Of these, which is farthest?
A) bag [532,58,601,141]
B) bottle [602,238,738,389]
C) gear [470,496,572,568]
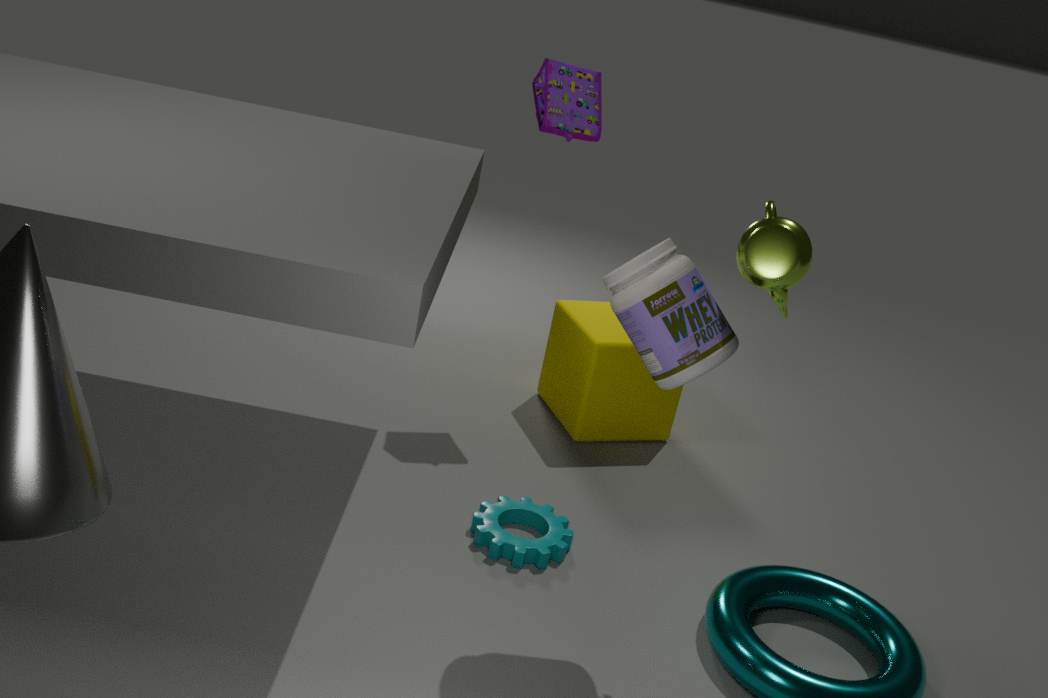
bag [532,58,601,141]
